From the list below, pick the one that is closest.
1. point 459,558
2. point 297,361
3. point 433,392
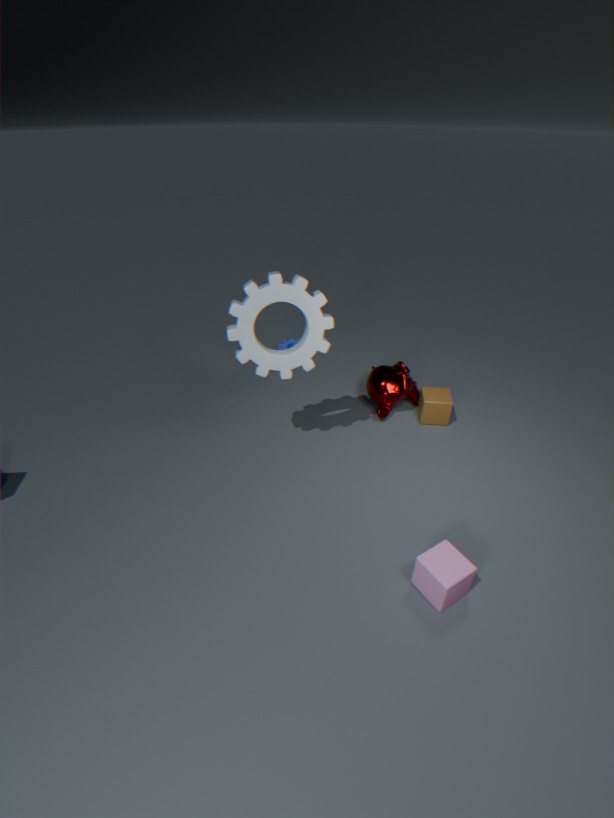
point 459,558
